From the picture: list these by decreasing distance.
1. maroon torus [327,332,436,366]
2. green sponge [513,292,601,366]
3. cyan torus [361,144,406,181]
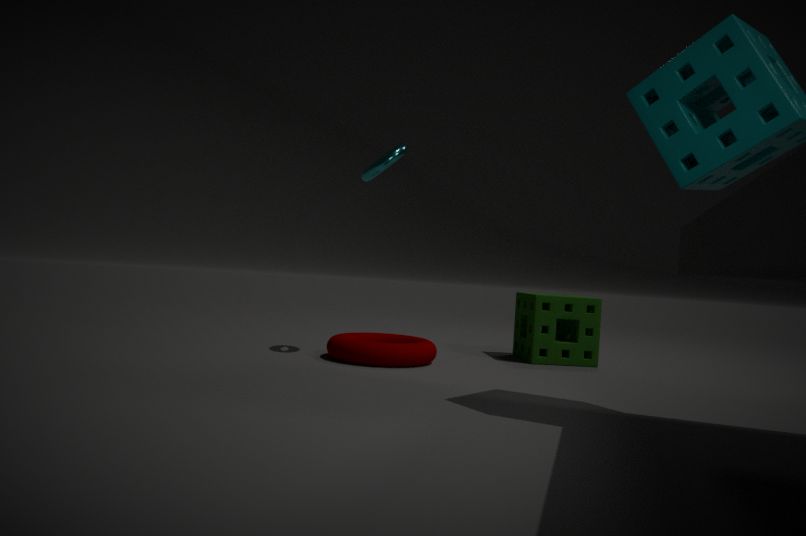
green sponge [513,292,601,366]
cyan torus [361,144,406,181]
maroon torus [327,332,436,366]
